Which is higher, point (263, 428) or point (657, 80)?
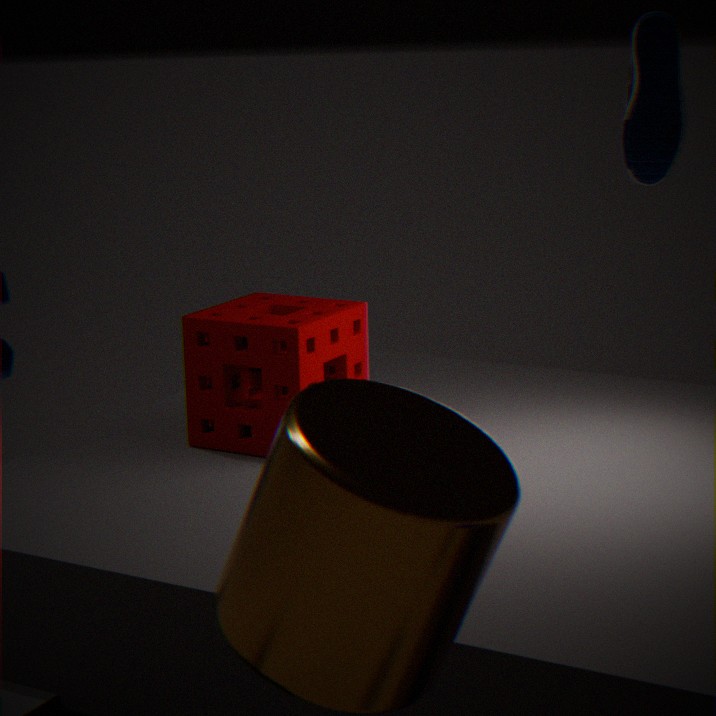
point (657, 80)
